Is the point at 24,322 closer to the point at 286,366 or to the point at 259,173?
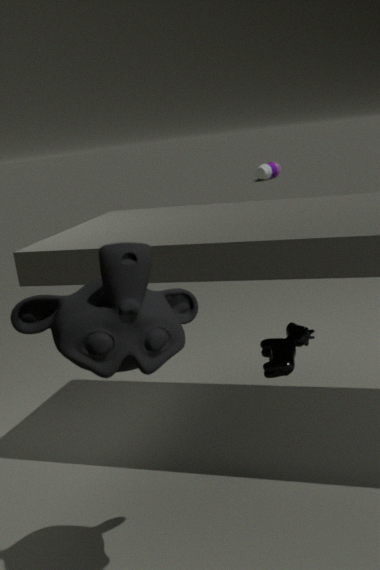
the point at 286,366
